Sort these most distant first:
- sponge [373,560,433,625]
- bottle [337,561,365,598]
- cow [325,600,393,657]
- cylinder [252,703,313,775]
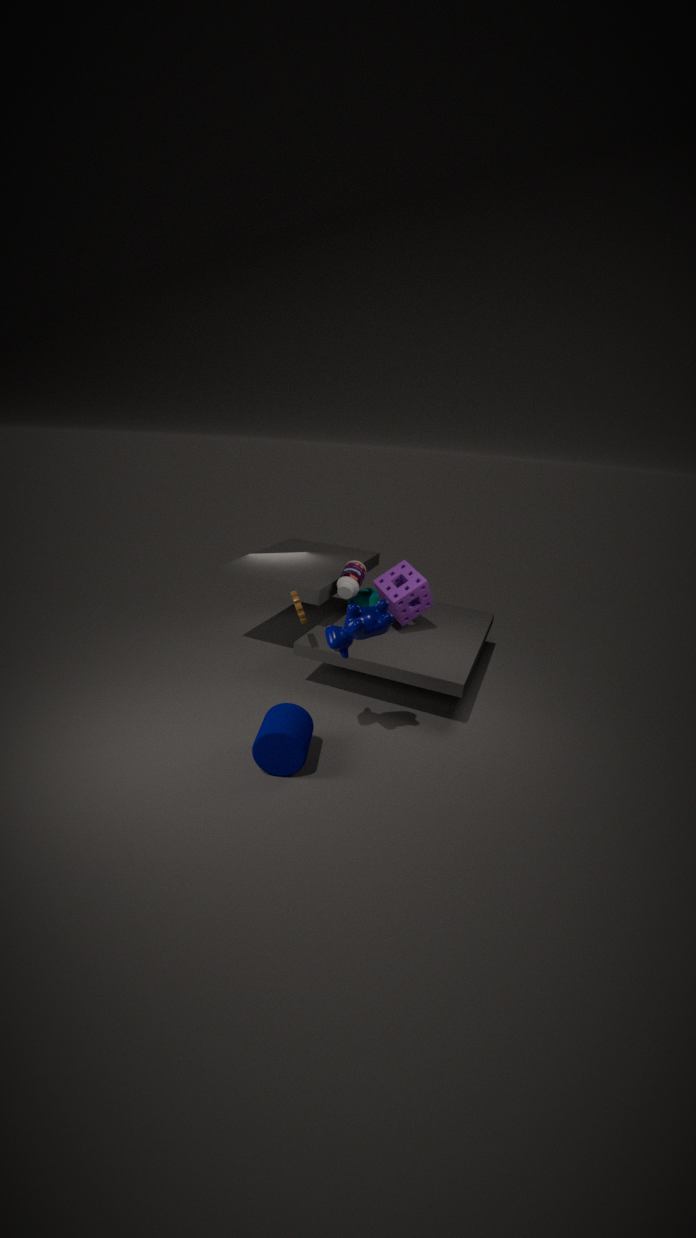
bottle [337,561,365,598]
sponge [373,560,433,625]
cylinder [252,703,313,775]
cow [325,600,393,657]
